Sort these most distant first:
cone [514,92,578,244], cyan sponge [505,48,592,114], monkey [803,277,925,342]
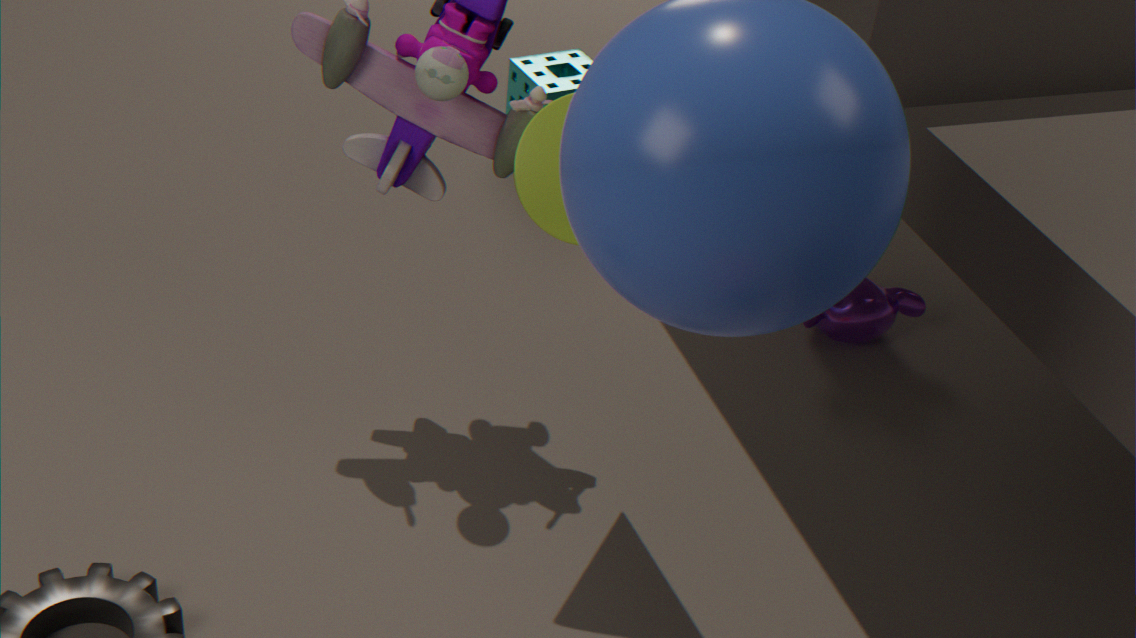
cyan sponge [505,48,592,114] → monkey [803,277,925,342] → cone [514,92,578,244]
